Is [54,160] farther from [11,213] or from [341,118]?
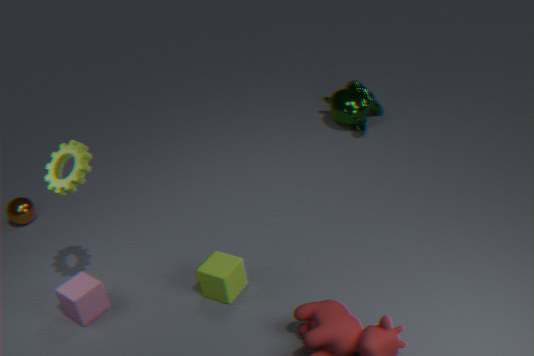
[341,118]
